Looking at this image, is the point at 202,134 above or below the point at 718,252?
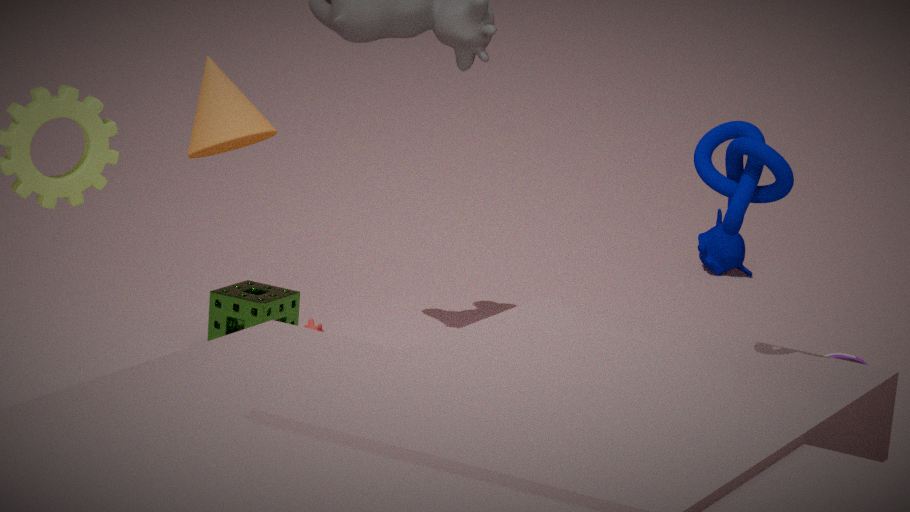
above
